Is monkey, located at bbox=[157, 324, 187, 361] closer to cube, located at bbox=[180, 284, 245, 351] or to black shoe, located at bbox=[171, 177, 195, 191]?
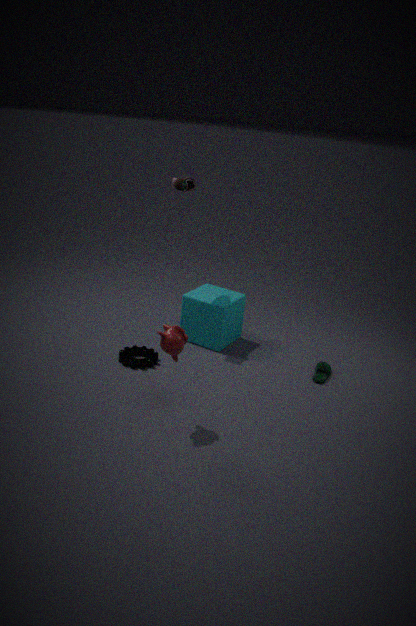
cube, located at bbox=[180, 284, 245, 351]
